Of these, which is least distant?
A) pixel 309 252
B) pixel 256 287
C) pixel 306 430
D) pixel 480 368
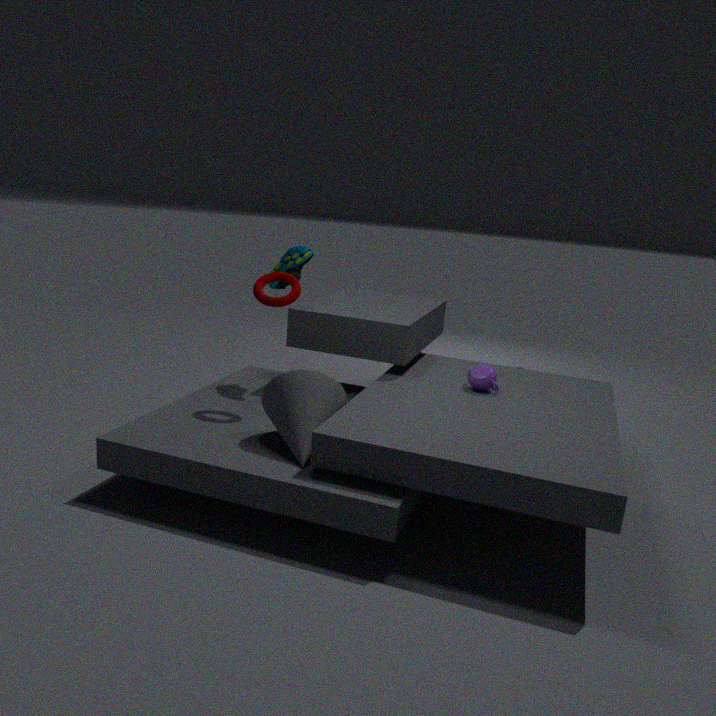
pixel 306 430
